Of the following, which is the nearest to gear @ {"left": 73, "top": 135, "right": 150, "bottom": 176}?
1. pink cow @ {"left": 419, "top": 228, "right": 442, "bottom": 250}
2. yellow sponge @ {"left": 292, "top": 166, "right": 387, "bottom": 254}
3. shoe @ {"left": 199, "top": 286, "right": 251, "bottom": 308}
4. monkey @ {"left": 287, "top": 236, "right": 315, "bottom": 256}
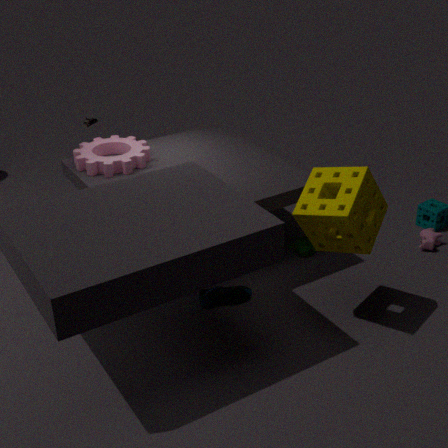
shoe @ {"left": 199, "top": 286, "right": 251, "bottom": 308}
